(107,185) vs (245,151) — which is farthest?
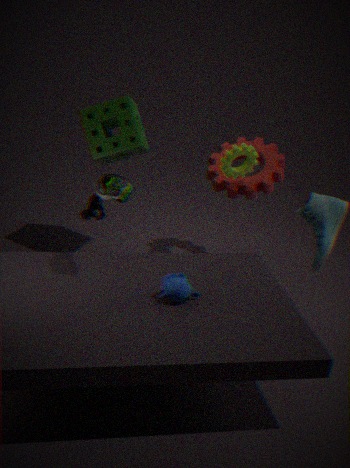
(245,151)
